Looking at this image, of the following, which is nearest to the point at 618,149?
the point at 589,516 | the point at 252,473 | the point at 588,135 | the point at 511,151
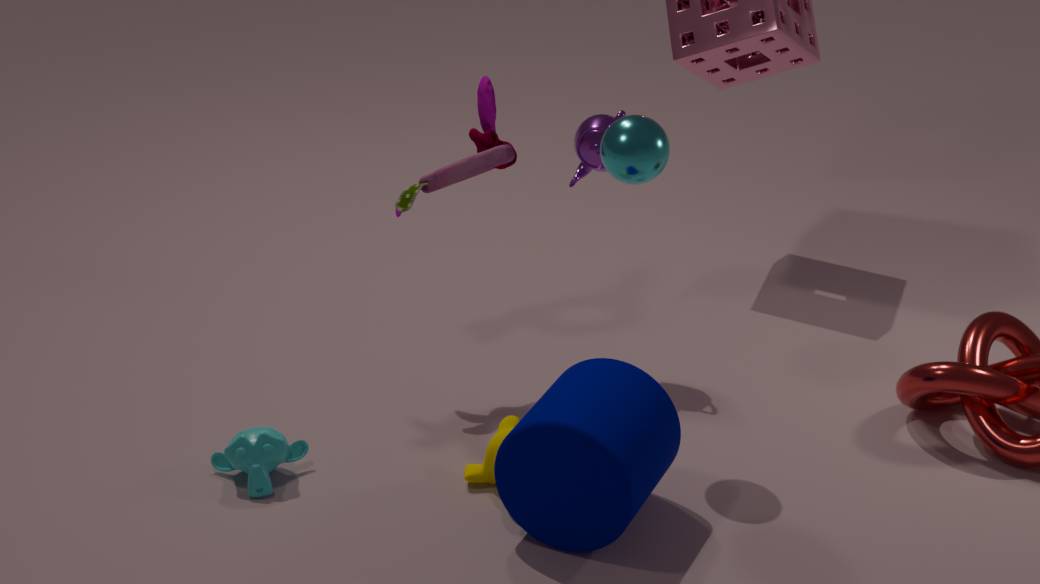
the point at 588,135
